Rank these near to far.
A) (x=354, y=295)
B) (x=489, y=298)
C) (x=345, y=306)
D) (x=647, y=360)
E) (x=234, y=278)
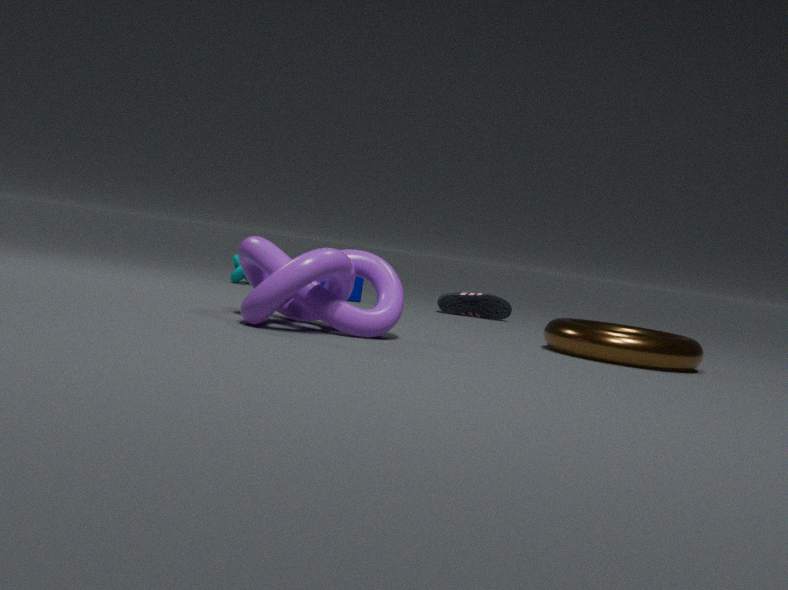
(x=345, y=306) < (x=647, y=360) < (x=354, y=295) < (x=234, y=278) < (x=489, y=298)
